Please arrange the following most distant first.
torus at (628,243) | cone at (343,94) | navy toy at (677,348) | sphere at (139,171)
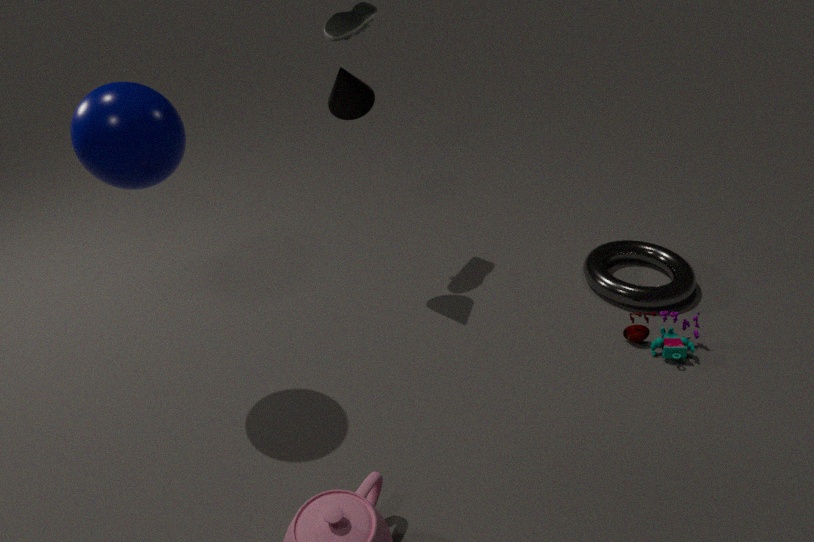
torus at (628,243) → cone at (343,94) → navy toy at (677,348) → sphere at (139,171)
